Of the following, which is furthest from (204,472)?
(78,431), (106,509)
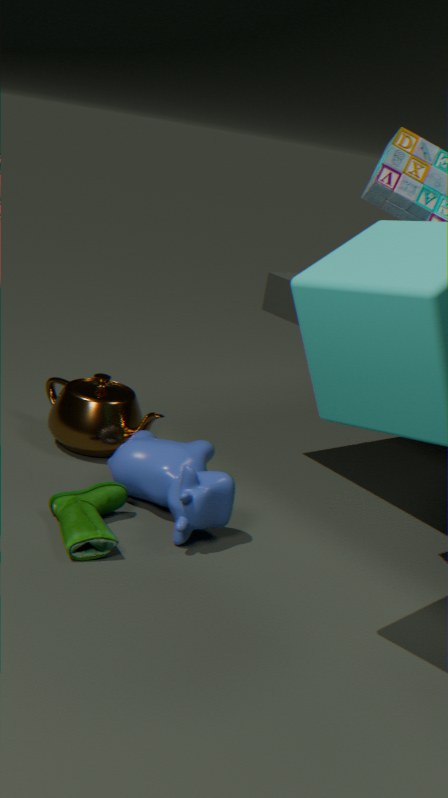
(78,431)
